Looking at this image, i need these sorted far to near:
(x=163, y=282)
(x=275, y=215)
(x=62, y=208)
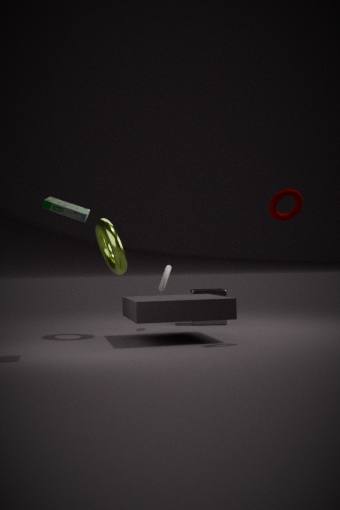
(x=163, y=282)
(x=275, y=215)
(x=62, y=208)
